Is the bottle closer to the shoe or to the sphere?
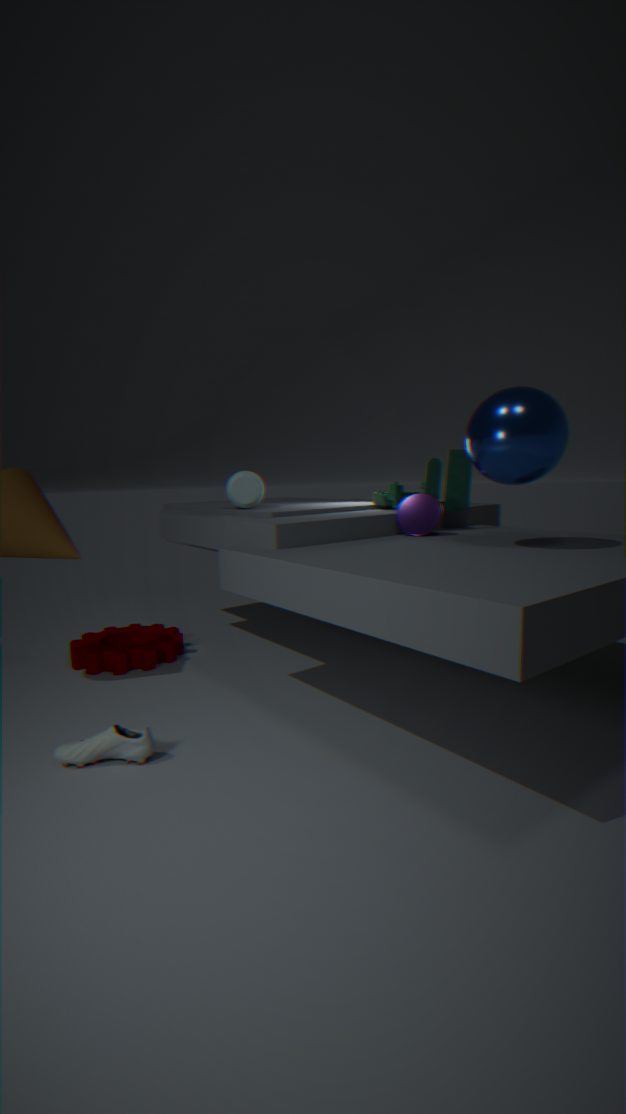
the sphere
